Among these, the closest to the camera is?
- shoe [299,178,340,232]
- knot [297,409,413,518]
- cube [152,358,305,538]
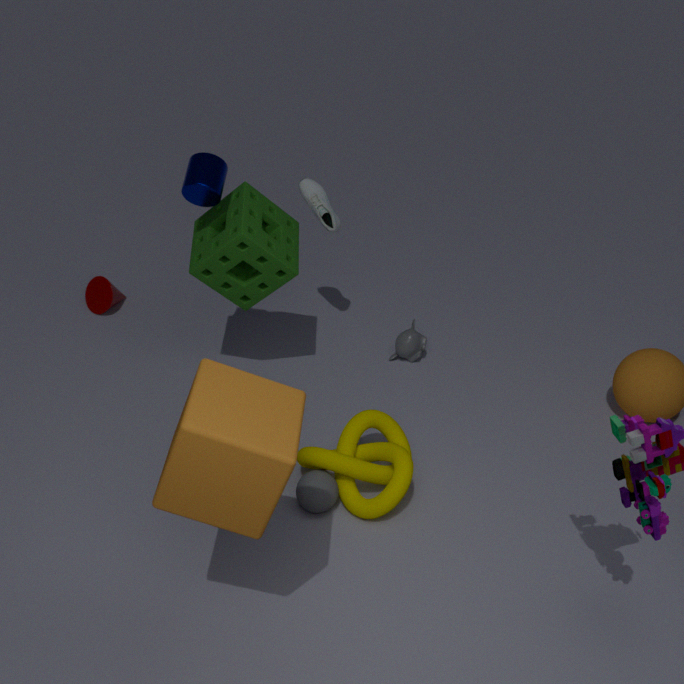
cube [152,358,305,538]
